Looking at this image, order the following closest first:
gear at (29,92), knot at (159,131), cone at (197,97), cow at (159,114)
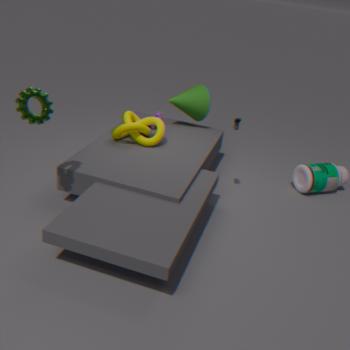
gear at (29,92) < knot at (159,131) < cow at (159,114) < cone at (197,97)
